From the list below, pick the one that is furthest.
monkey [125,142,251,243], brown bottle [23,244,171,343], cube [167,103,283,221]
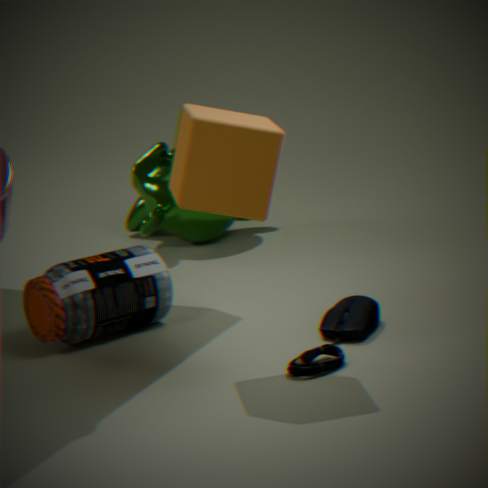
monkey [125,142,251,243]
